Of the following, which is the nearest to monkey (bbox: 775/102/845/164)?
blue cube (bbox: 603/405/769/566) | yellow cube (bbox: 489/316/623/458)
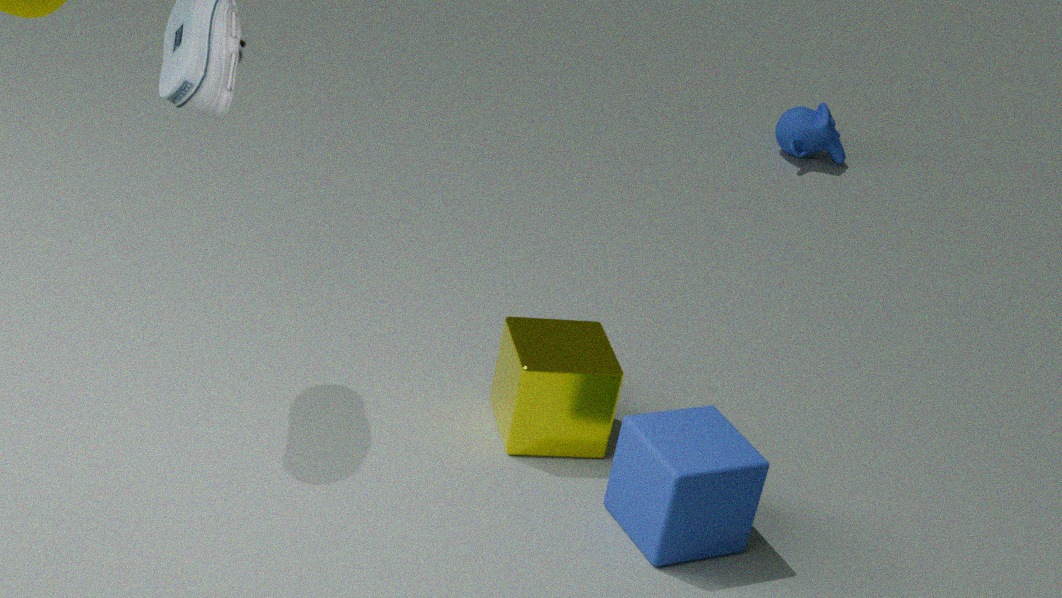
yellow cube (bbox: 489/316/623/458)
